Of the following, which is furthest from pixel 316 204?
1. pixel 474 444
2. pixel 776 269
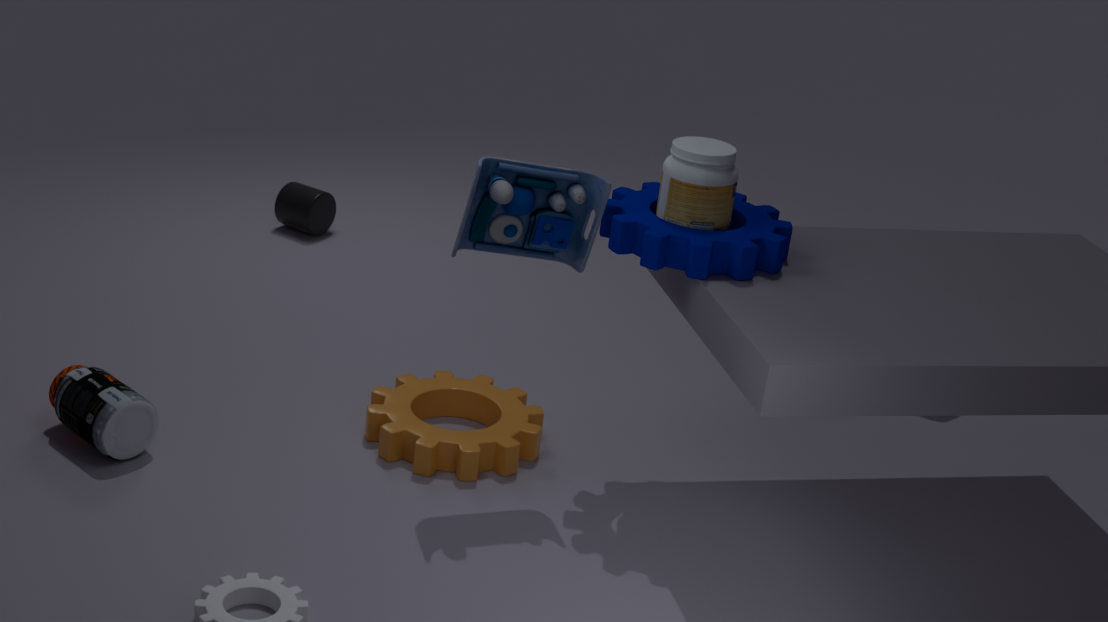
pixel 776 269
